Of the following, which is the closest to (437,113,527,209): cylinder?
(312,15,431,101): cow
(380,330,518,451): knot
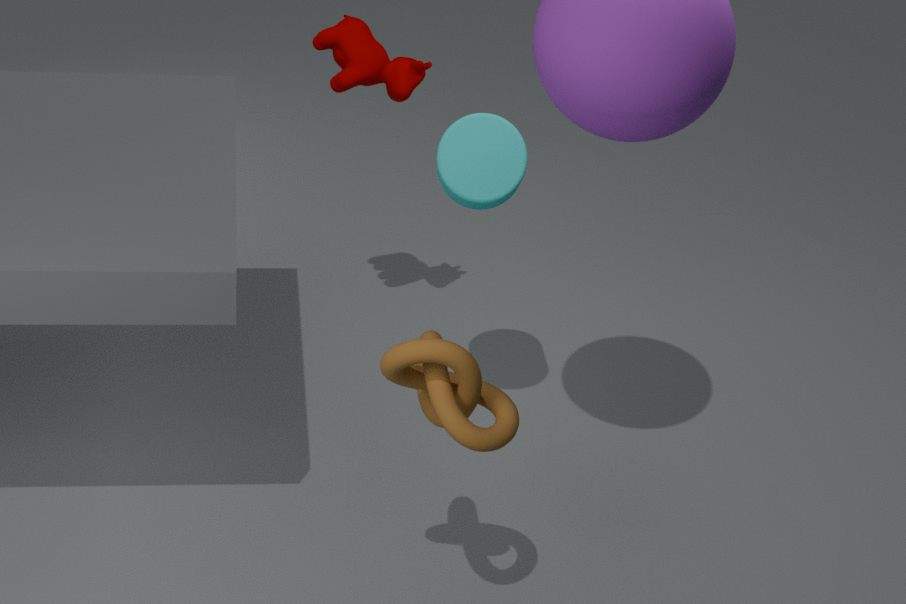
(312,15,431,101): cow
